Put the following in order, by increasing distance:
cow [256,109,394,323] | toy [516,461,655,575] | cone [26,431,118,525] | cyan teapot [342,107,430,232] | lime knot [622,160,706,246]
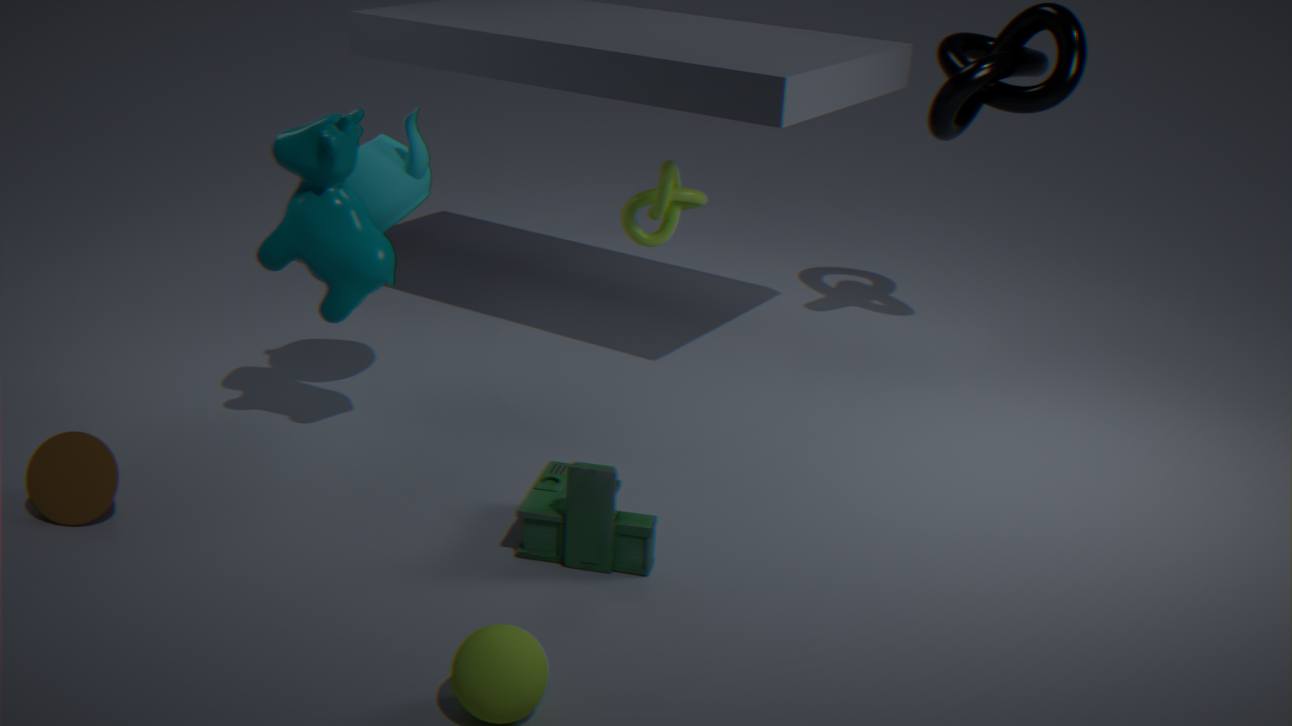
toy [516,461,655,575]
cone [26,431,118,525]
cow [256,109,394,323]
cyan teapot [342,107,430,232]
lime knot [622,160,706,246]
